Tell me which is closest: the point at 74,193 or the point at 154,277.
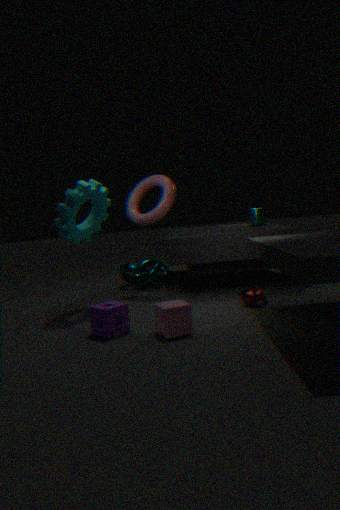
the point at 74,193
